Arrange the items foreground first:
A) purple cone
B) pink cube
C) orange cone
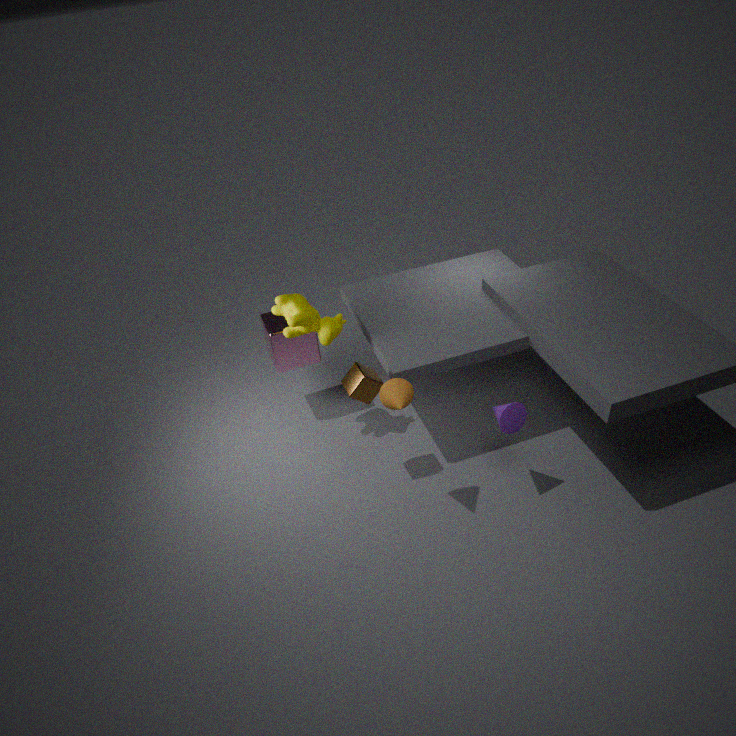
orange cone < purple cone < pink cube
